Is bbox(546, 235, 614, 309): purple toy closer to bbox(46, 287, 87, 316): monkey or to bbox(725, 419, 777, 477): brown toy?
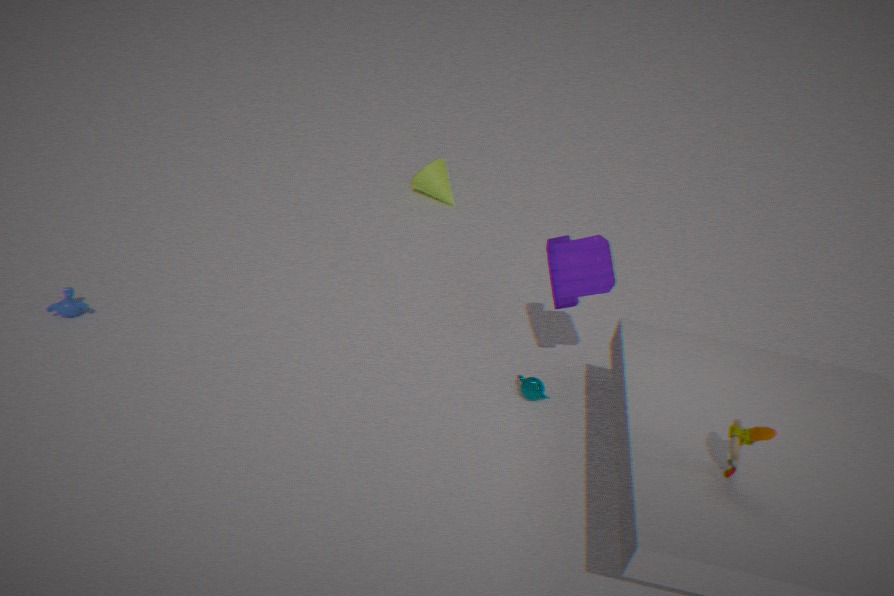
bbox(725, 419, 777, 477): brown toy
